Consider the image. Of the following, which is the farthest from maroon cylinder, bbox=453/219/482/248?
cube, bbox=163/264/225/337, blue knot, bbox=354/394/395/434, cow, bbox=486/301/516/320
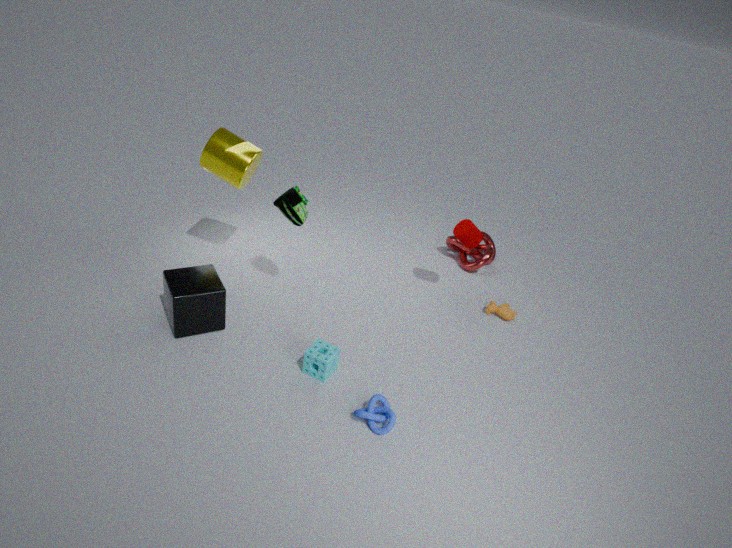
cube, bbox=163/264/225/337
